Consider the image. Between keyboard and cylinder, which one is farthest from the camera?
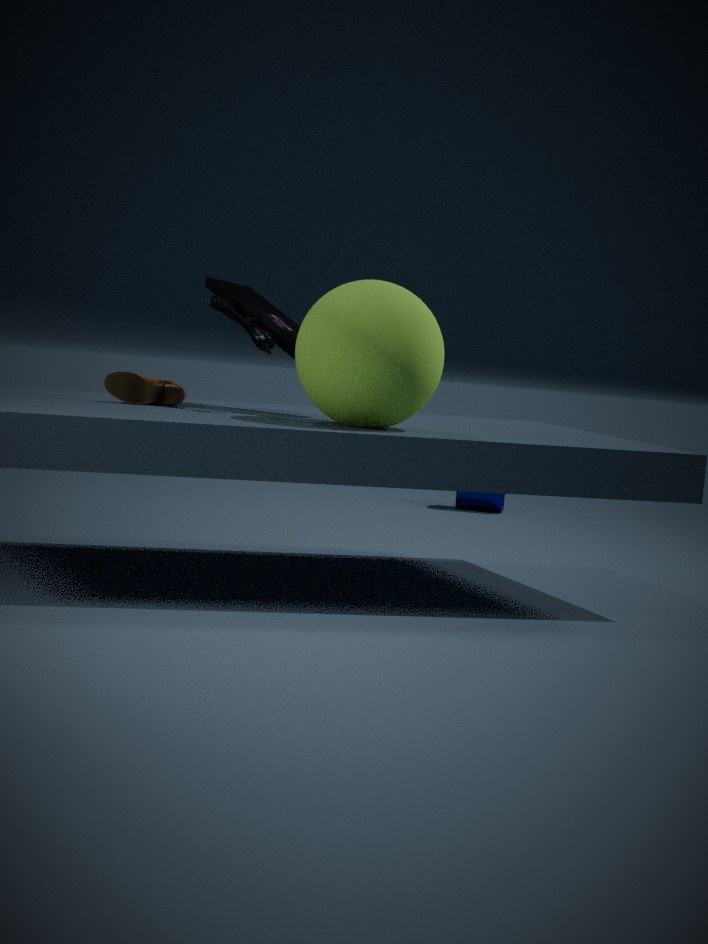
cylinder
